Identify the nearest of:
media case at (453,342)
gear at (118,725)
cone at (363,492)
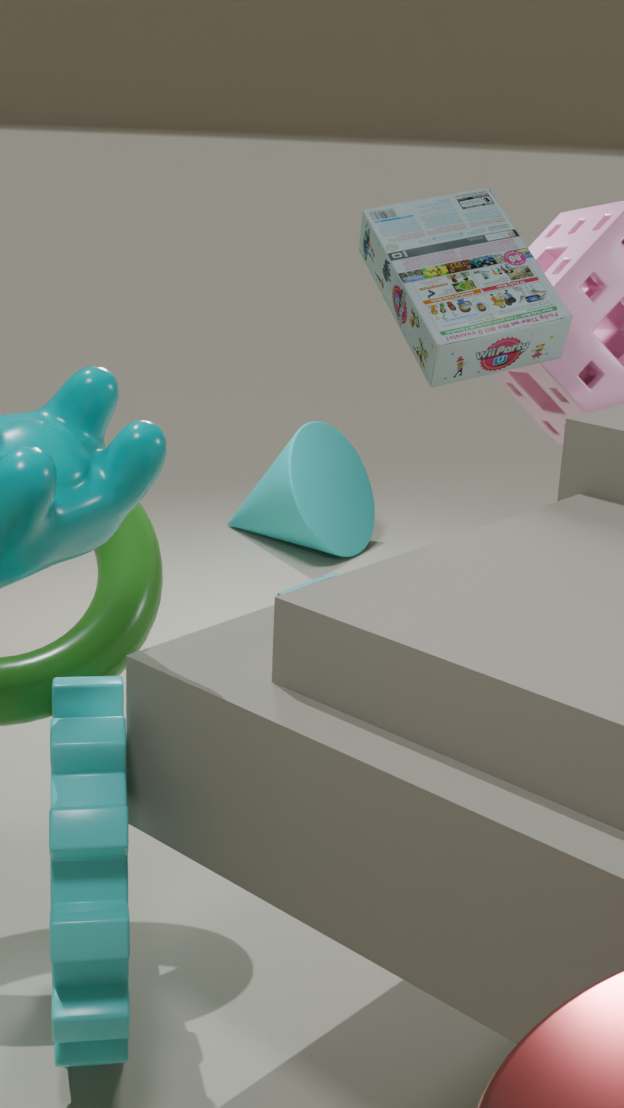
gear at (118,725)
